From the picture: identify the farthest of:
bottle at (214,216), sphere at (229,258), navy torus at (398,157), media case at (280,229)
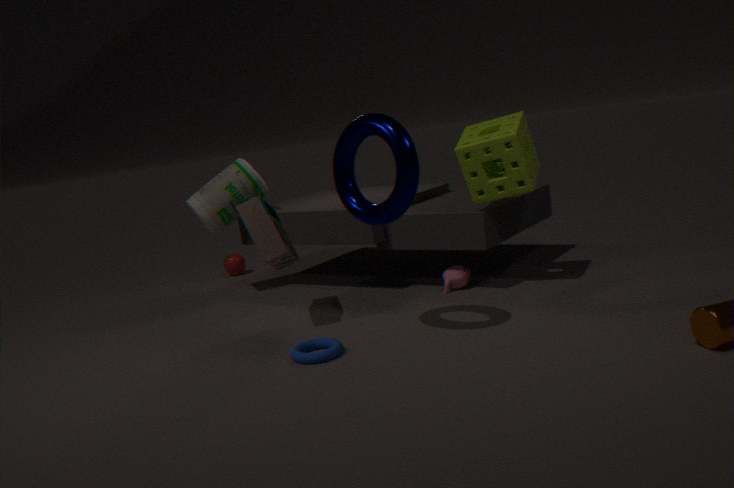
sphere at (229,258)
